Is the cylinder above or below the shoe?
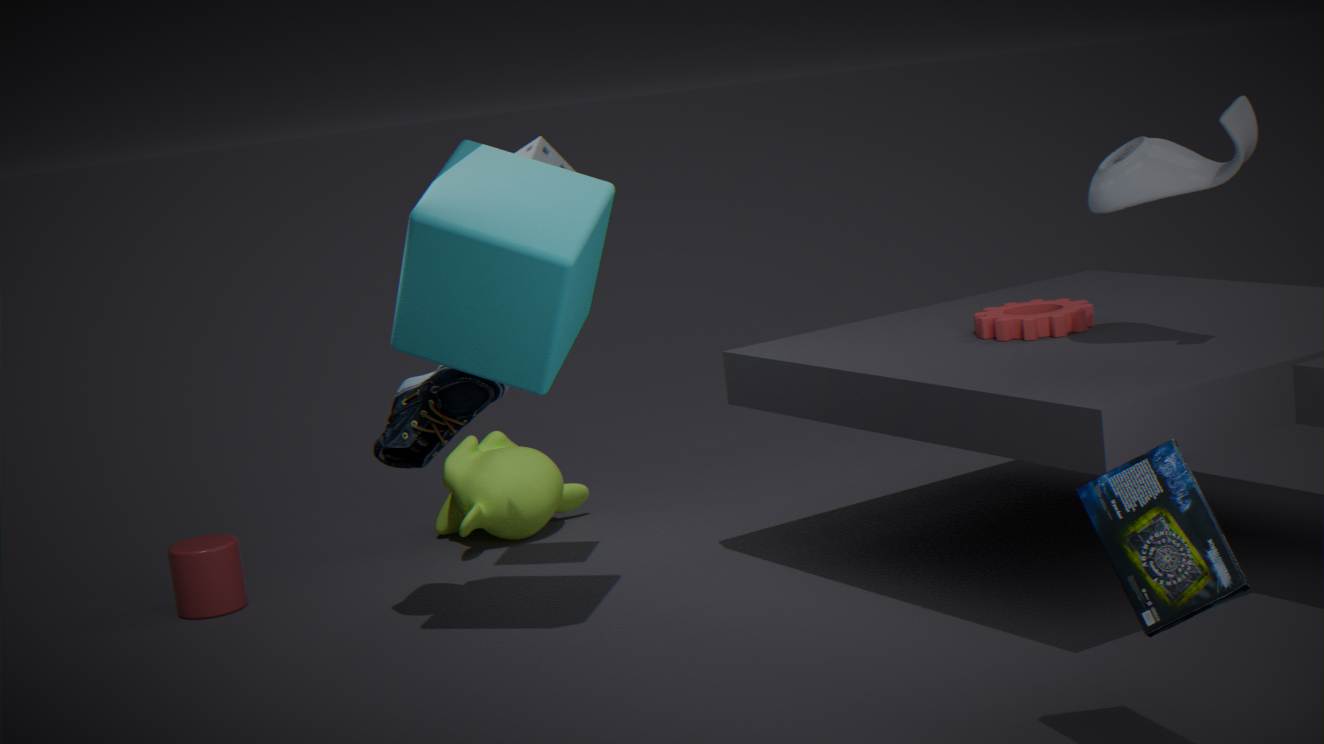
below
